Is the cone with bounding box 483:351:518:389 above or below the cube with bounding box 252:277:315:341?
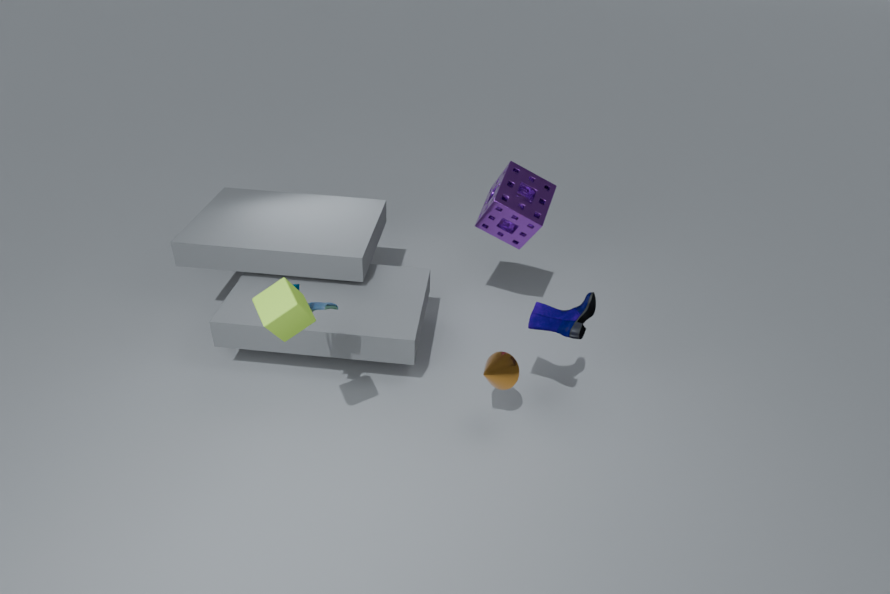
below
